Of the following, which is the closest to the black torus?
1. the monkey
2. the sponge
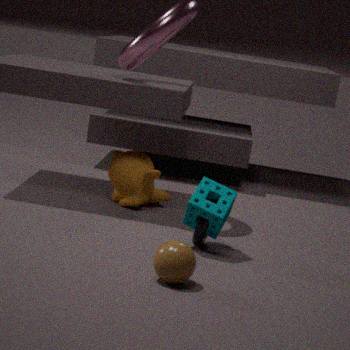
the sponge
